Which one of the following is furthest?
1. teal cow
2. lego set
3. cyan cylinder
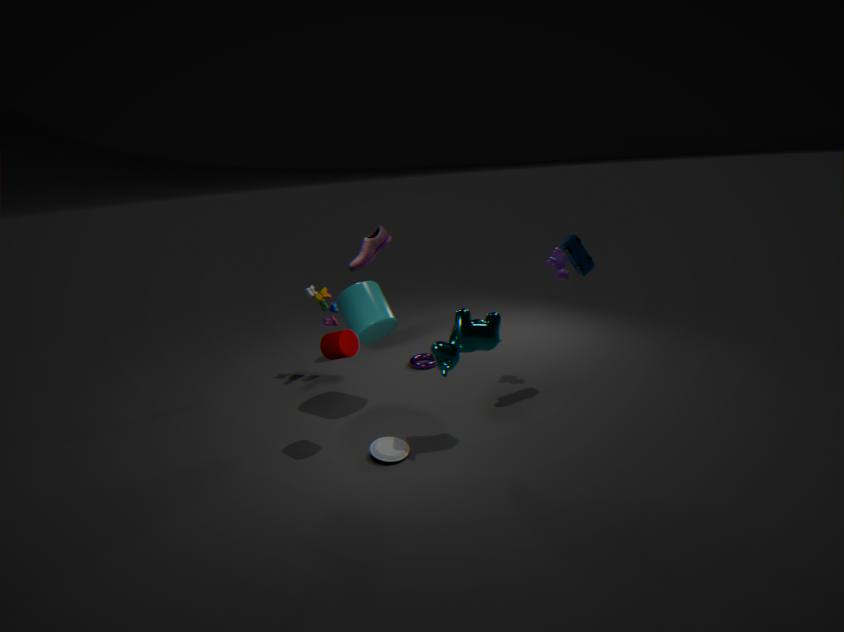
lego set
